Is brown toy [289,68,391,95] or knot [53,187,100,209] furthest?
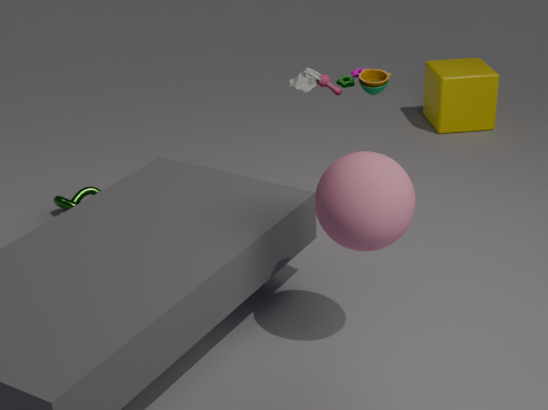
knot [53,187,100,209]
